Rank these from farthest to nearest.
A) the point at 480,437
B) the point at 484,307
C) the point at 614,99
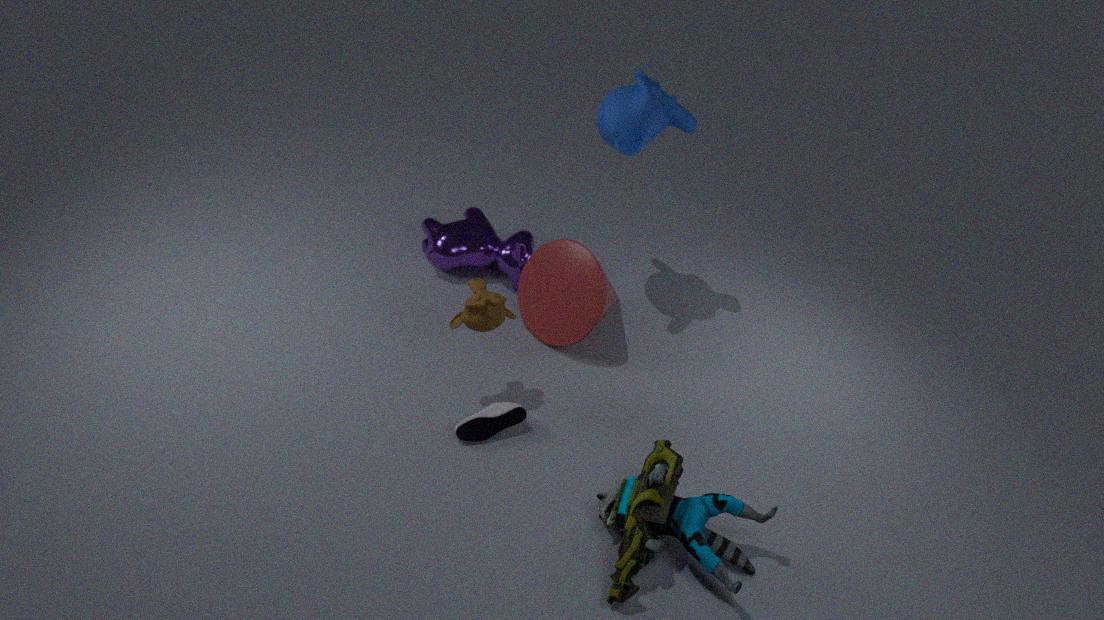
the point at 614,99, the point at 480,437, the point at 484,307
